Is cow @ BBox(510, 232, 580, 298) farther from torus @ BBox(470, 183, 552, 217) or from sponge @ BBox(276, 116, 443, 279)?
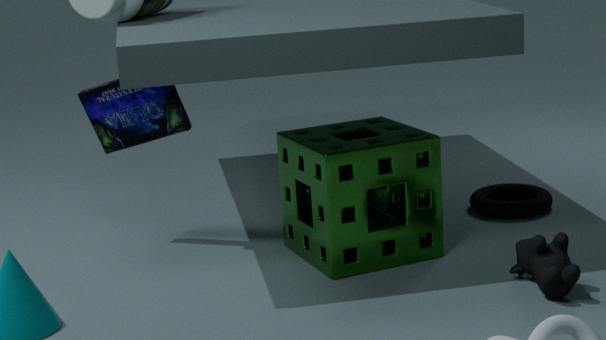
torus @ BBox(470, 183, 552, 217)
